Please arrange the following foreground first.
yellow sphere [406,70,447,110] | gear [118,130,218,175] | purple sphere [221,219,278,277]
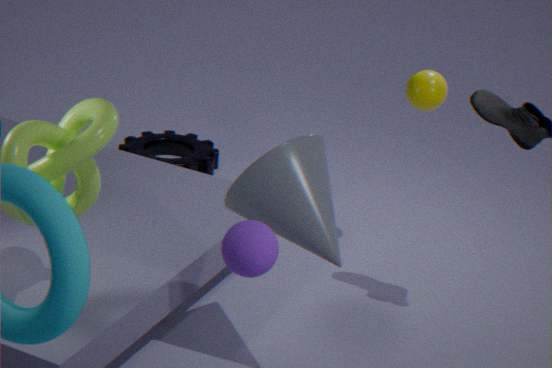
purple sphere [221,219,278,277] < yellow sphere [406,70,447,110] < gear [118,130,218,175]
